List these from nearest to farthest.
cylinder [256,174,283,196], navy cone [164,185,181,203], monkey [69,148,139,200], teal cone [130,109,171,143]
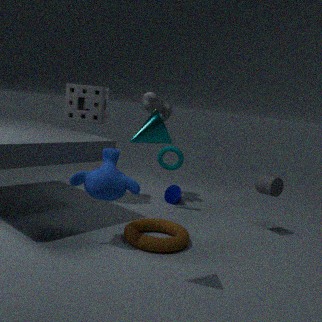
1. teal cone [130,109,171,143]
2. monkey [69,148,139,200]
3. cylinder [256,174,283,196]
4. navy cone [164,185,181,203]
